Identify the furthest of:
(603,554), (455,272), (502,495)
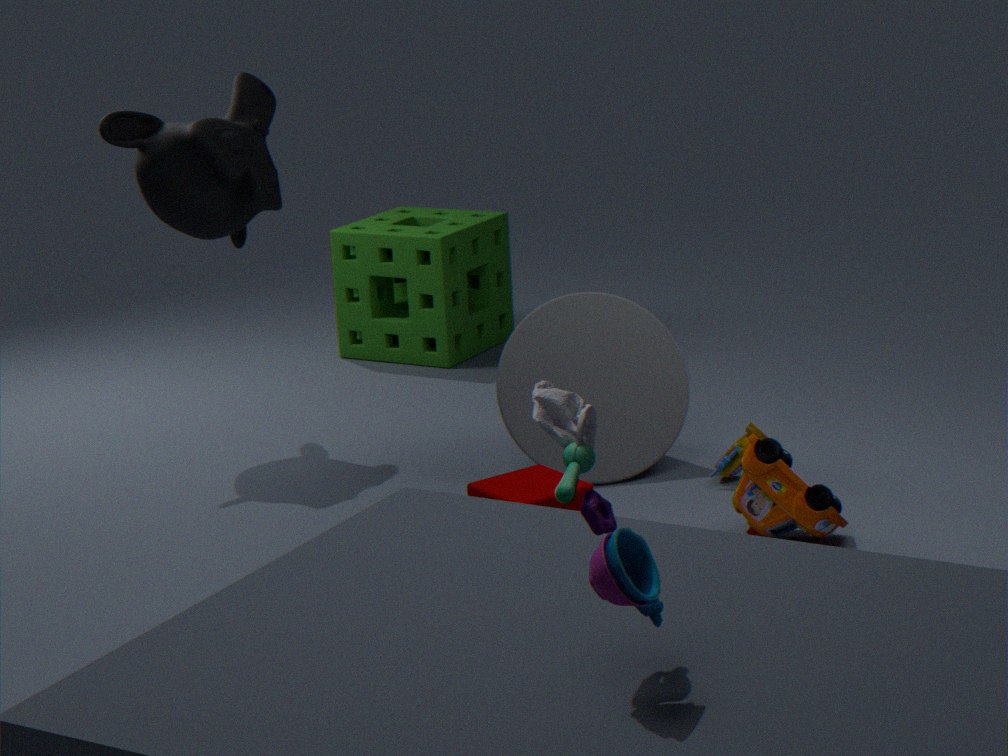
(455,272)
